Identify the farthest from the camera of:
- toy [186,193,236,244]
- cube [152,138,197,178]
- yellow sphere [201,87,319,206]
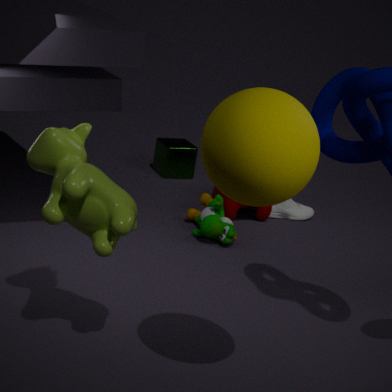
cube [152,138,197,178]
